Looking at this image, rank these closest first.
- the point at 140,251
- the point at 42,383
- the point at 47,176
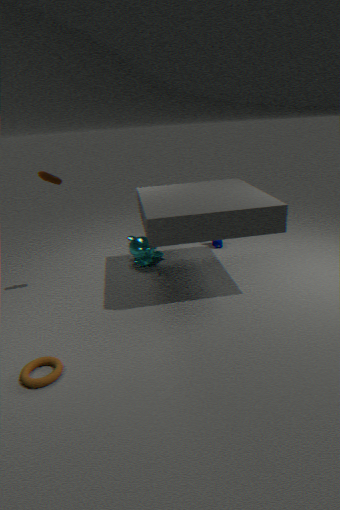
1. the point at 42,383
2. the point at 47,176
3. the point at 140,251
